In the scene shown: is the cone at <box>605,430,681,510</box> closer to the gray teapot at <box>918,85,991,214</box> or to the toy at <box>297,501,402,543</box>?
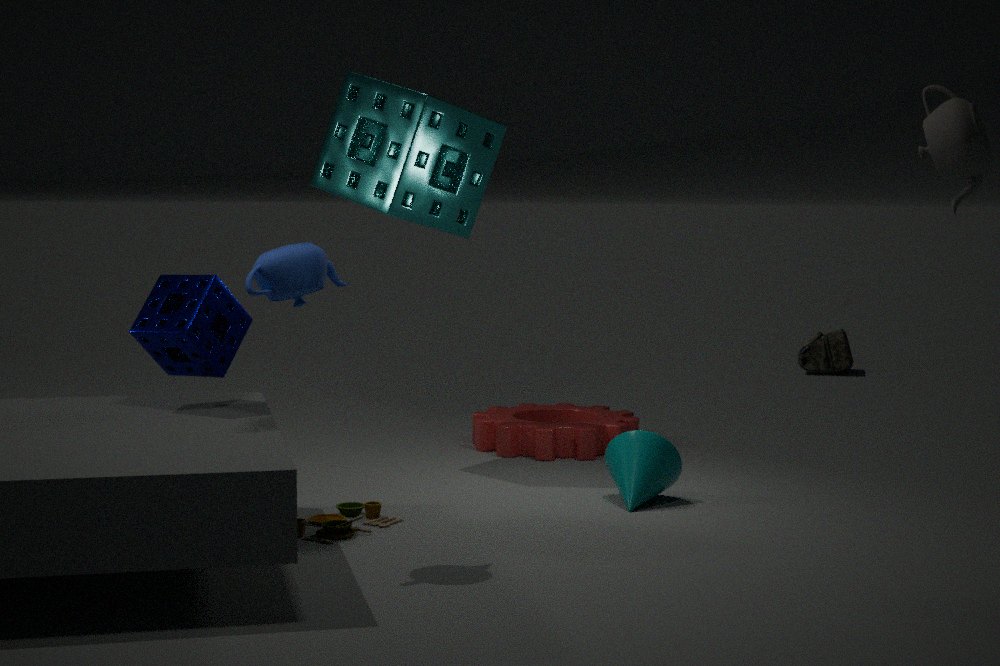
the toy at <box>297,501,402,543</box>
